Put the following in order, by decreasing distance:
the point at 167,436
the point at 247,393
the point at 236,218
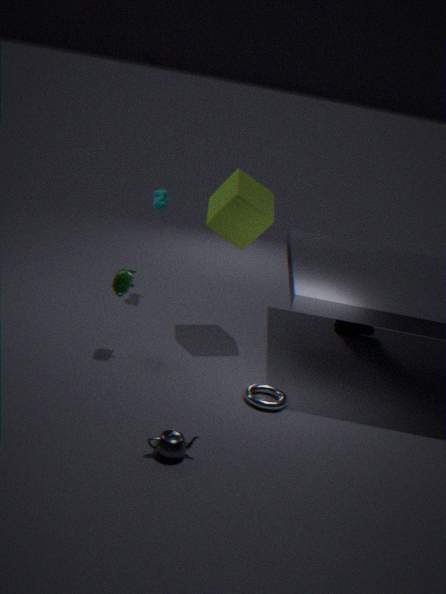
the point at 236,218
the point at 247,393
the point at 167,436
